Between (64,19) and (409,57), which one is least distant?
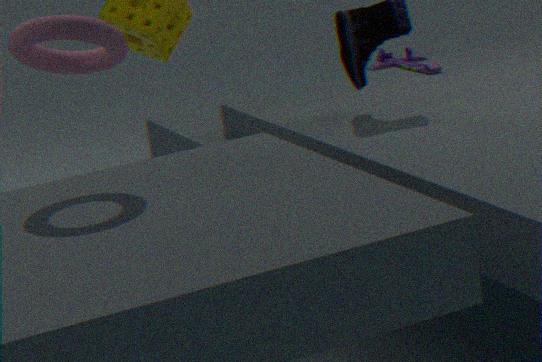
(64,19)
